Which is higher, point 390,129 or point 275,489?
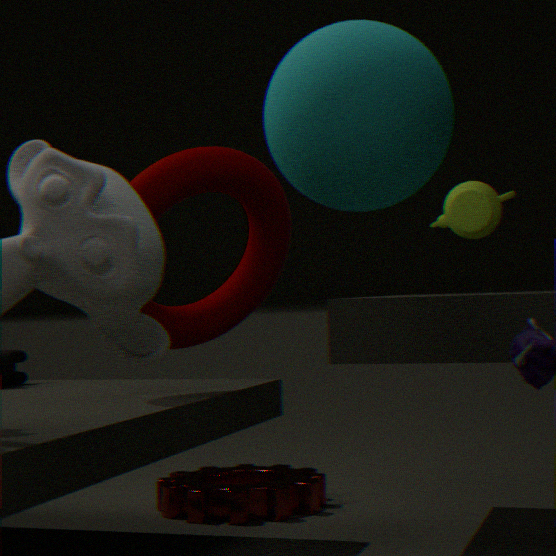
point 390,129
